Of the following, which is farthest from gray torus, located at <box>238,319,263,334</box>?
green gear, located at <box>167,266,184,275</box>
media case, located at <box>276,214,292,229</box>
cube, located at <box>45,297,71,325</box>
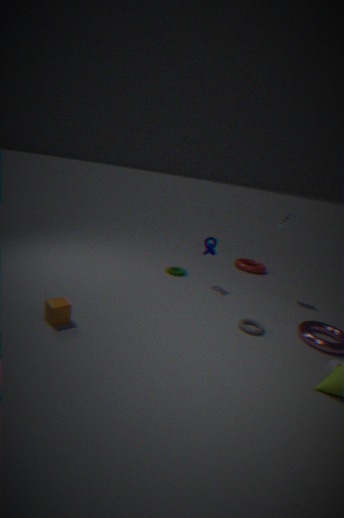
cube, located at <box>45,297,71,325</box>
